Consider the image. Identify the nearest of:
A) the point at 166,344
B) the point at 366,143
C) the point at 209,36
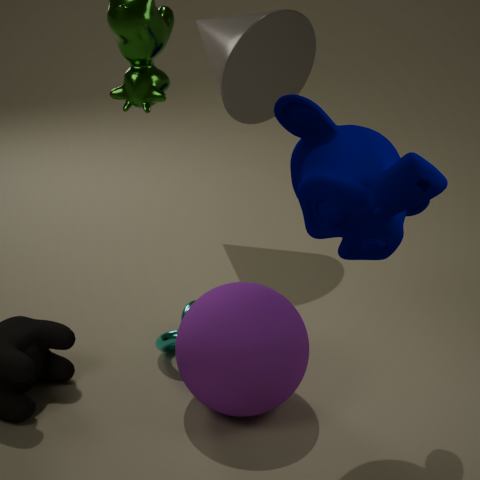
the point at 366,143
